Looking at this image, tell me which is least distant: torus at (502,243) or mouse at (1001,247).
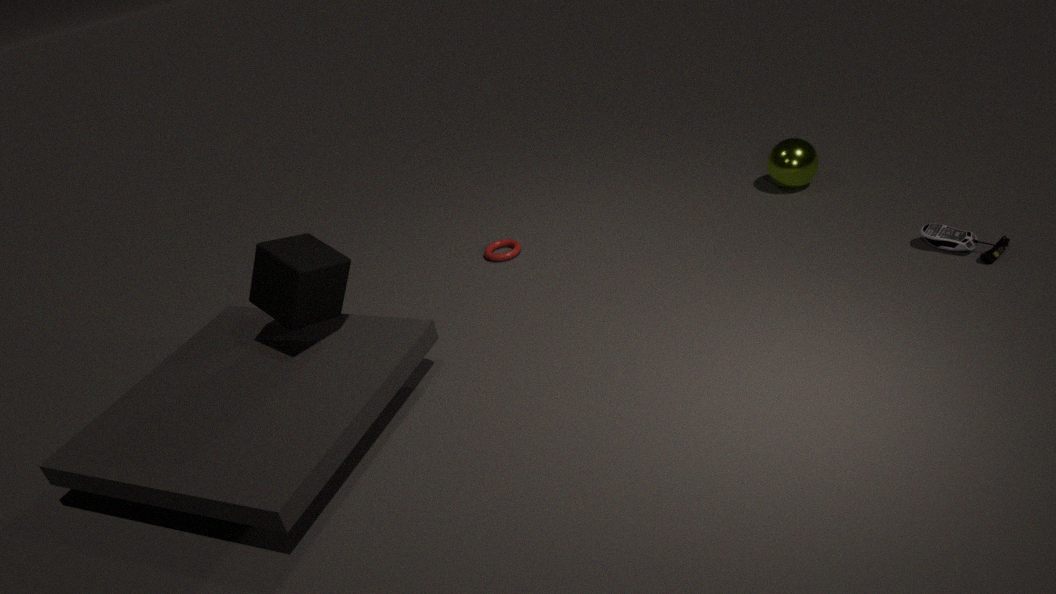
mouse at (1001,247)
